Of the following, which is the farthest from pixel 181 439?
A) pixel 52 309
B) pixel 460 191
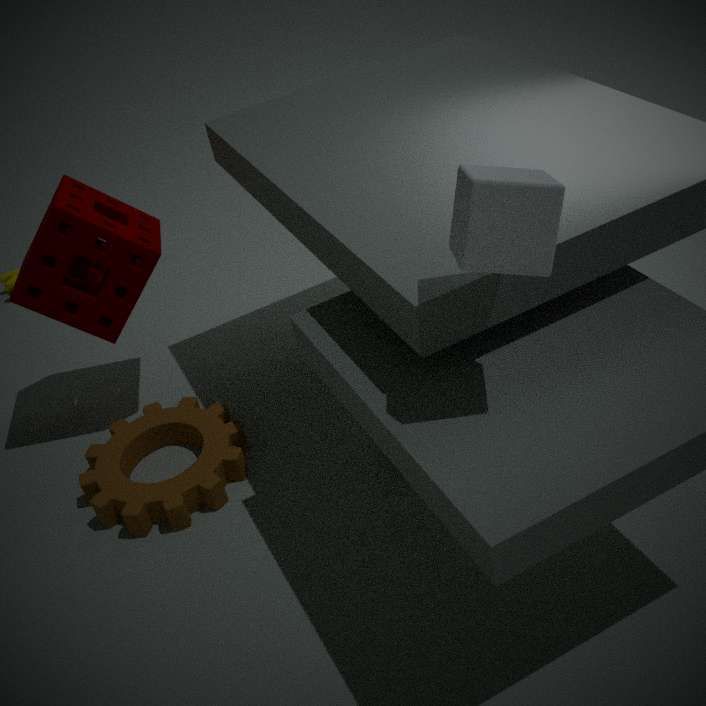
pixel 460 191
